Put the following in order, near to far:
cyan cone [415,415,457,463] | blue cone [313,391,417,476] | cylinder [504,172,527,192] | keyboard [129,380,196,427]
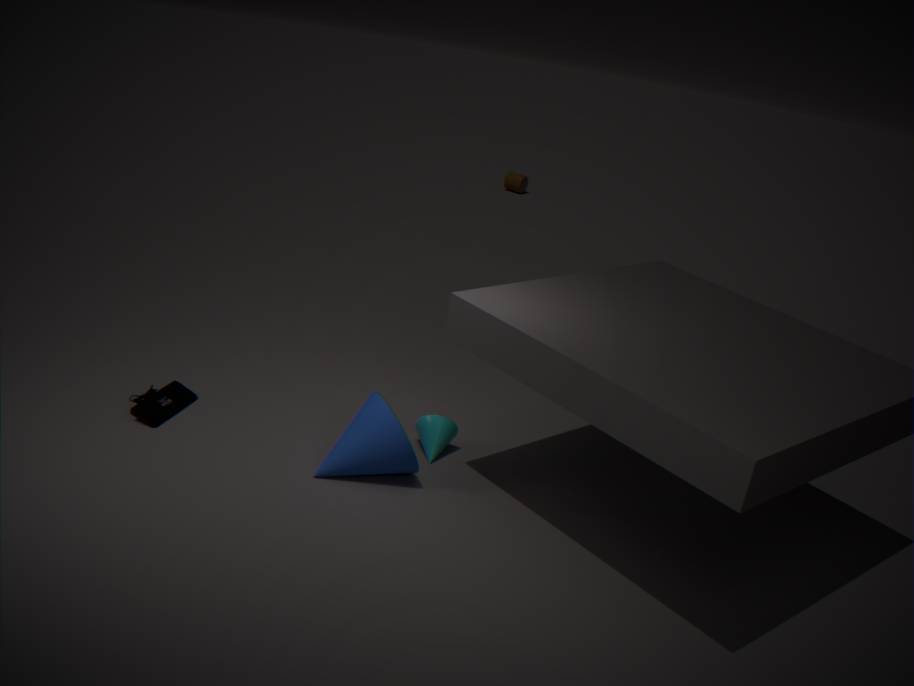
blue cone [313,391,417,476], keyboard [129,380,196,427], cyan cone [415,415,457,463], cylinder [504,172,527,192]
